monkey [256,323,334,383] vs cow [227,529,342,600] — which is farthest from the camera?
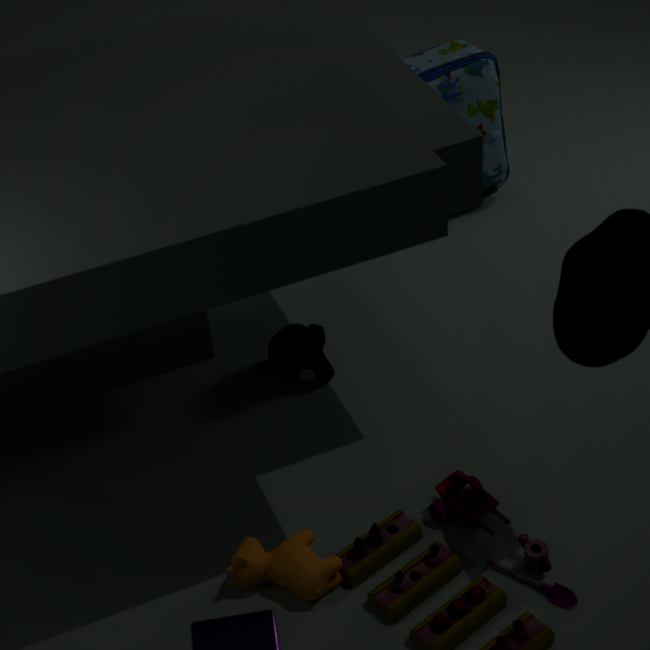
monkey [256,323,334,383]
